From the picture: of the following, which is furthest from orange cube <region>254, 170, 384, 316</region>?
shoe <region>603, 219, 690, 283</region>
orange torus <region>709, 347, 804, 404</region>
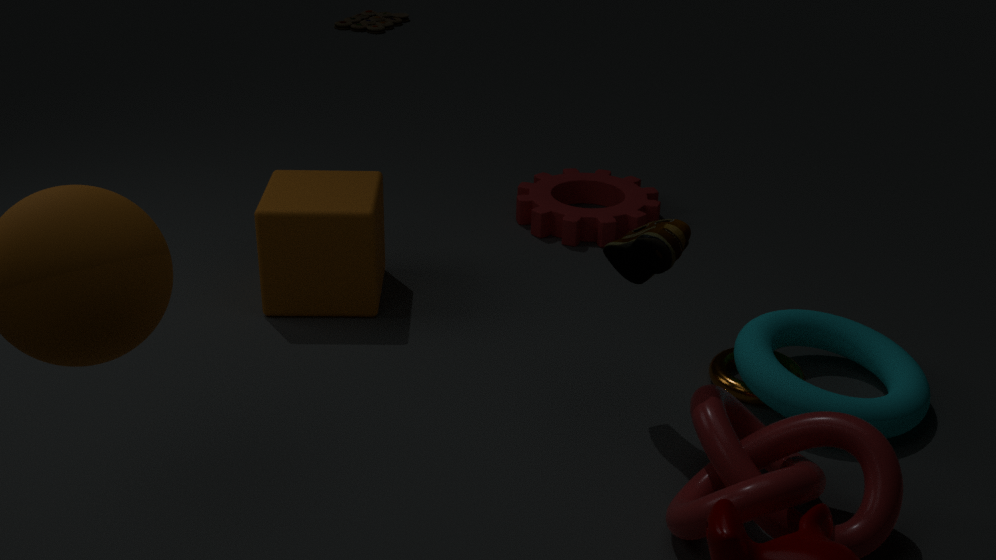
orange torus <region>709, 347, 804, 404</region>
